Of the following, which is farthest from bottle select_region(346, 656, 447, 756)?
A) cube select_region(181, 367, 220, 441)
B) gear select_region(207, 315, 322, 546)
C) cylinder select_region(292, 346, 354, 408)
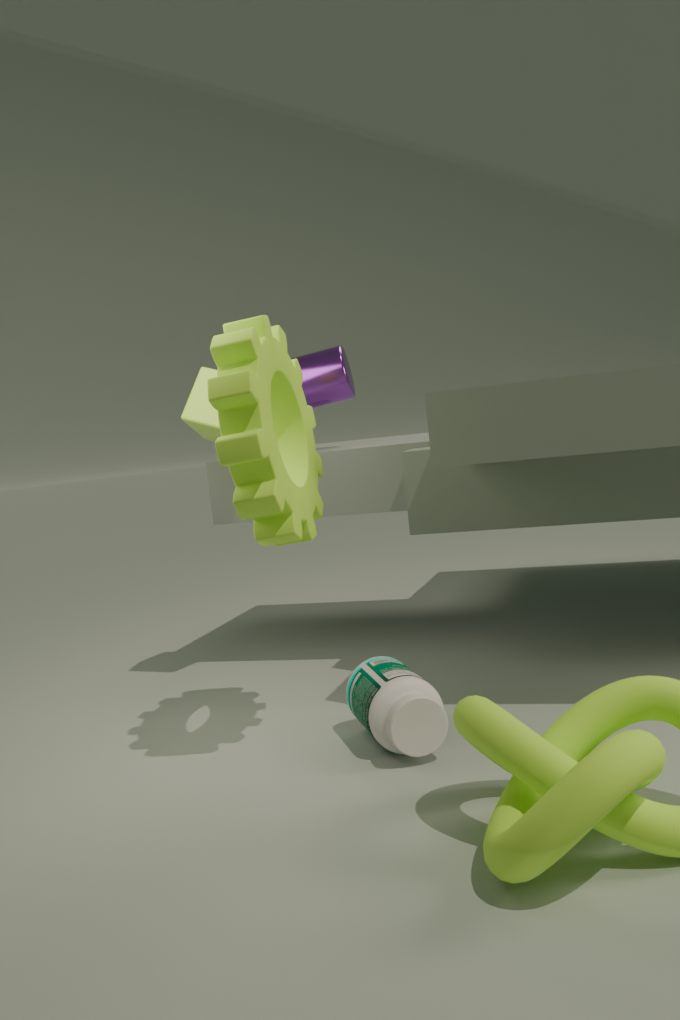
cylinder select_region(292, 346, 354, 408)
